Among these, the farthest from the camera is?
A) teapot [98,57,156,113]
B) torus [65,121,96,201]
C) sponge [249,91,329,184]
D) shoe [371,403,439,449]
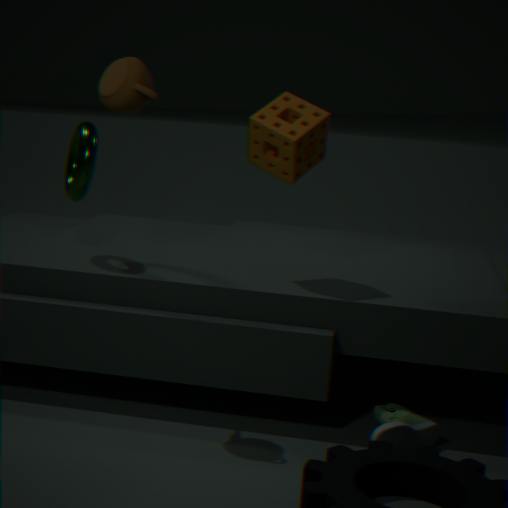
torus [65,121,96,201]
